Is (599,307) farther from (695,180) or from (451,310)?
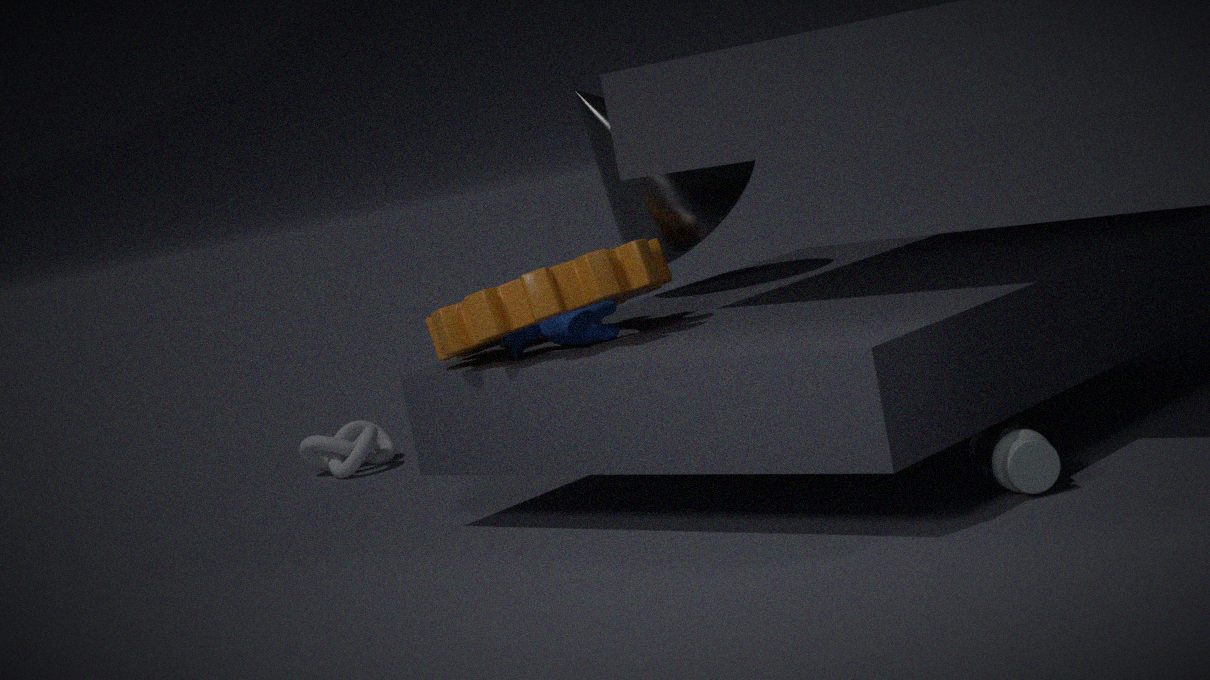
(695,180)
